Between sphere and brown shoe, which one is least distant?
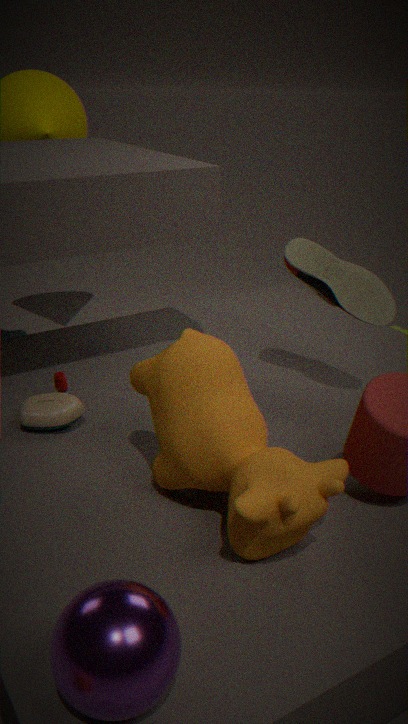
sphere
